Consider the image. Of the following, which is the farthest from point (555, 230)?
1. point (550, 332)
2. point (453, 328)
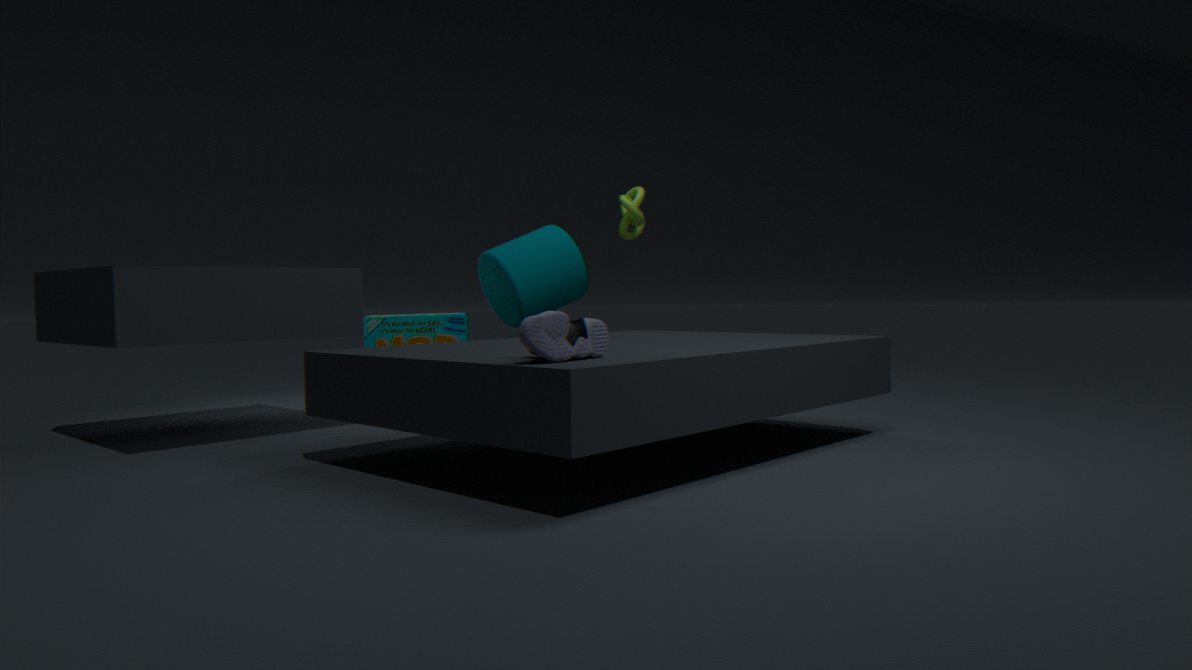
point (550, 332)
